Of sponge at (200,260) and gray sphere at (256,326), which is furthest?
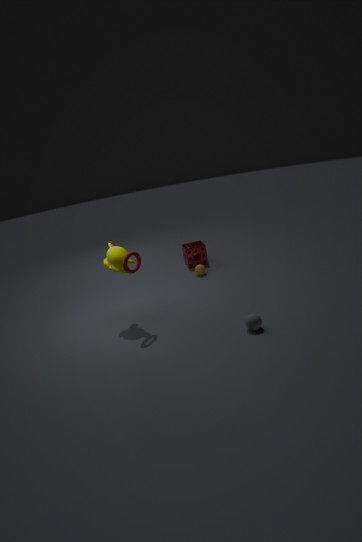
sponge at (200,260)
